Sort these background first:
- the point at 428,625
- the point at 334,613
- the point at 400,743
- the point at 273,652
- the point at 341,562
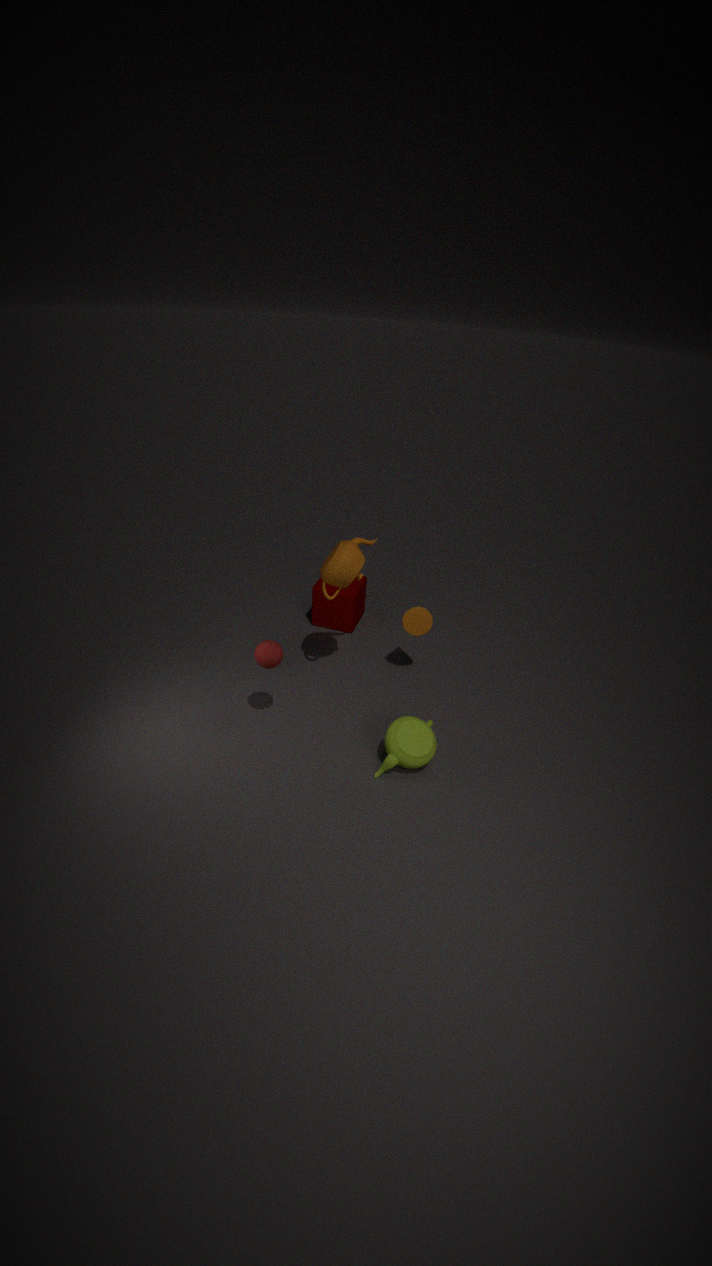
1. the point at 334,613
2. the point at 428,625
3. the point at 341,562
4. the point at 273,652
5. the point at 400,743
